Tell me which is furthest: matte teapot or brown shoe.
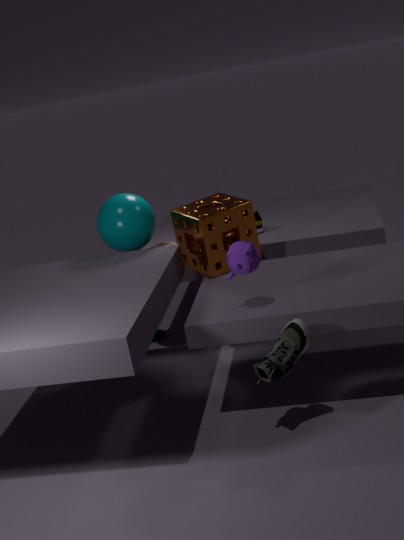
brown shoe
